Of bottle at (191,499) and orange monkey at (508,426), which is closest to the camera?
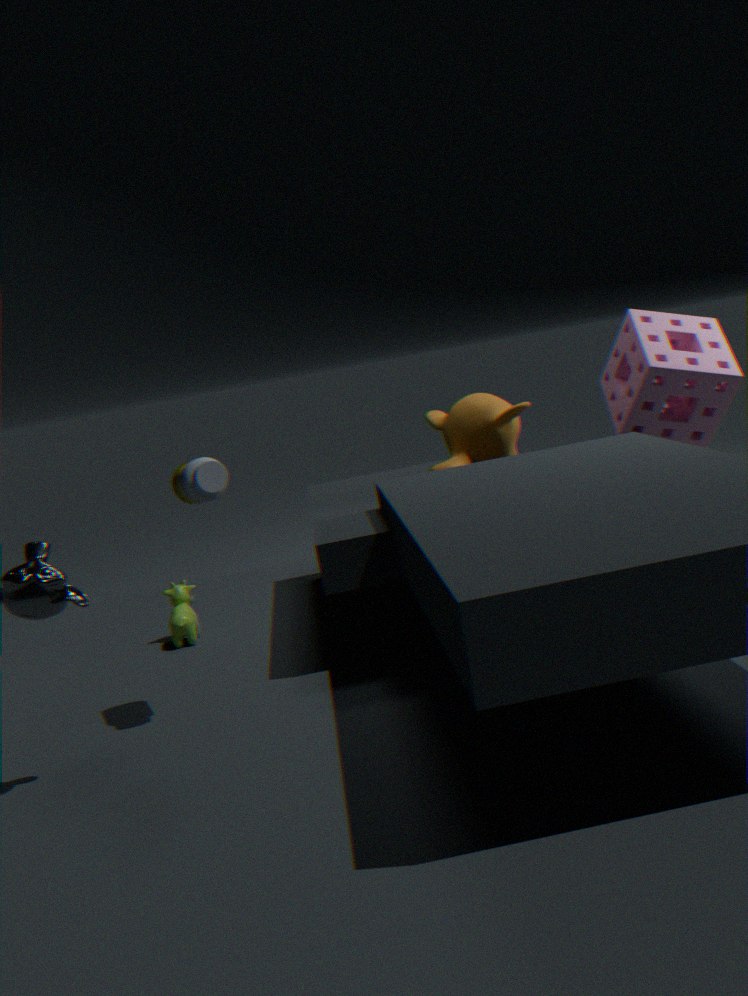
bottle at (191,499)
